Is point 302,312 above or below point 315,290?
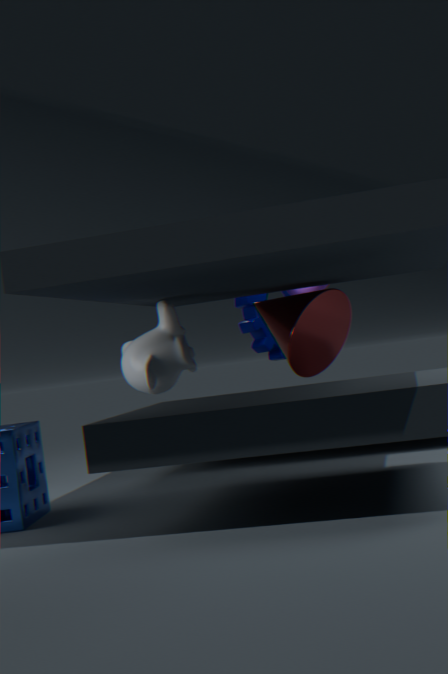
below
